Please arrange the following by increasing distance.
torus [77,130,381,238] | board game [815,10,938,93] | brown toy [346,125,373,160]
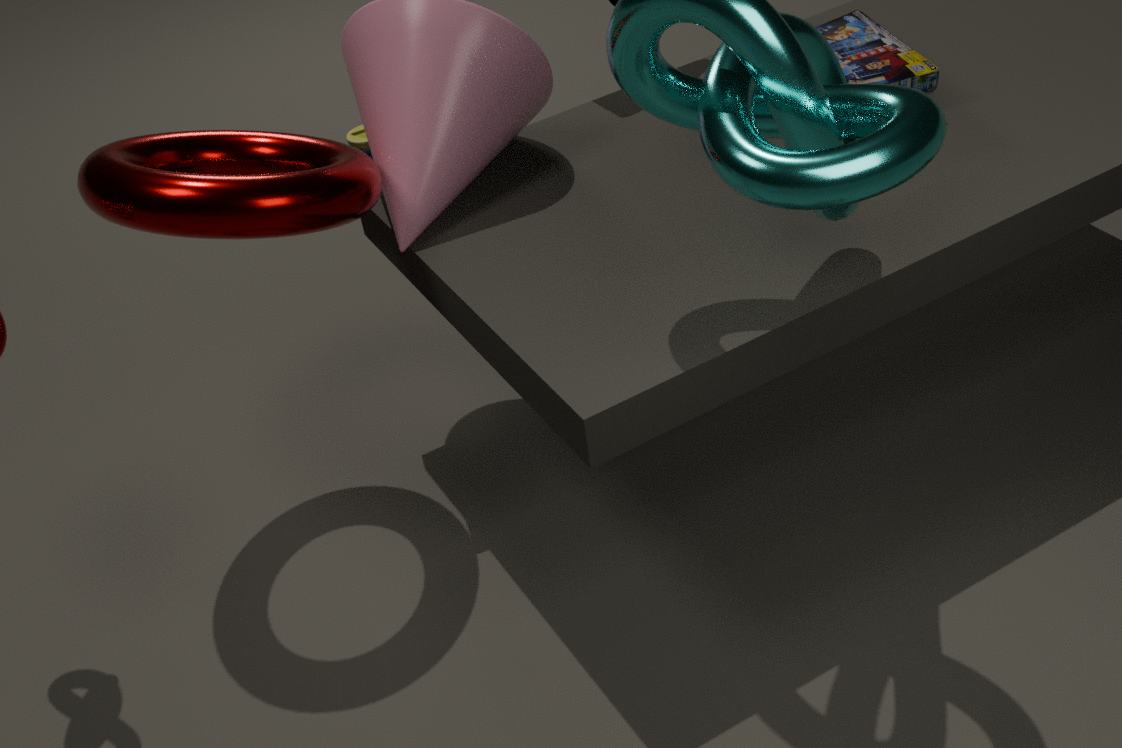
torus [77,130,381,238], board game [815,10,938,93], brown toy [346,125,373,160]
